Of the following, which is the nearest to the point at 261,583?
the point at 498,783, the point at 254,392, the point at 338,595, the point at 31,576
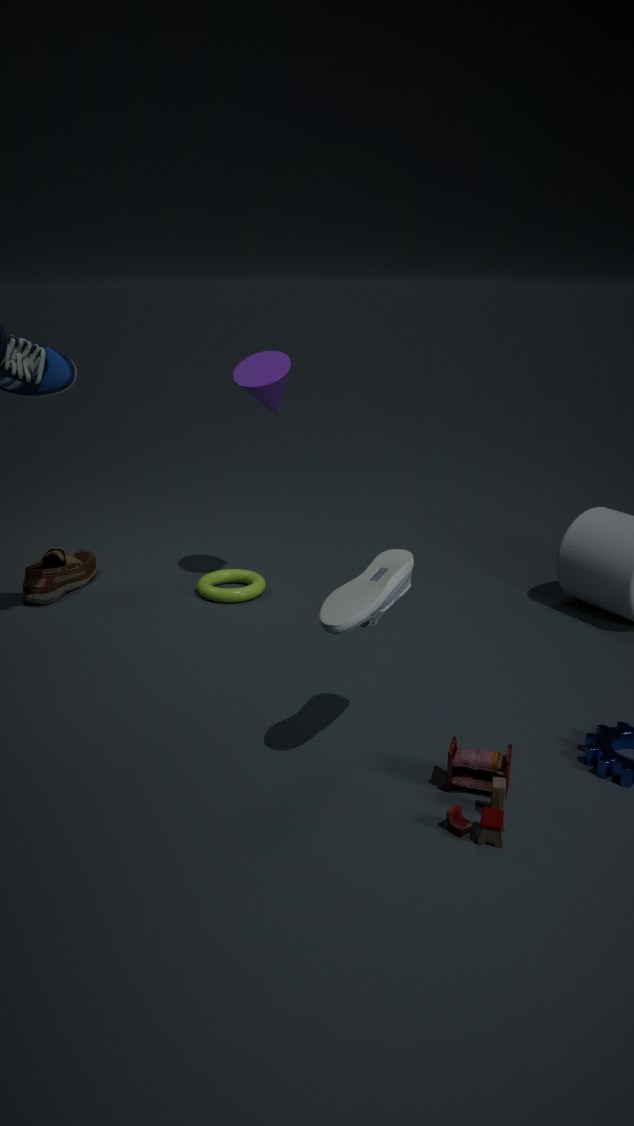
the point at 31,576
